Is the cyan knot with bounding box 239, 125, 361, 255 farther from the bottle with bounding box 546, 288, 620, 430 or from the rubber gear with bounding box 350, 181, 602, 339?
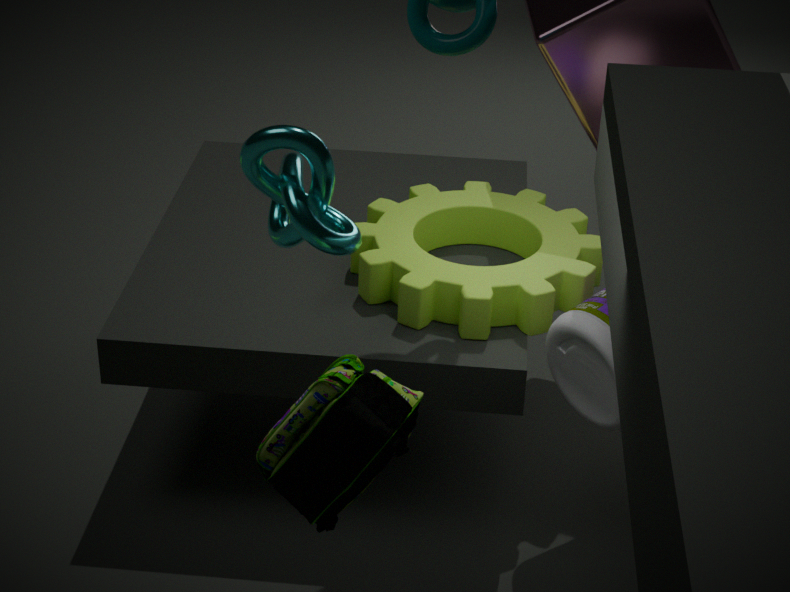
the bottle with bounding box 546, 288, 620, 430
